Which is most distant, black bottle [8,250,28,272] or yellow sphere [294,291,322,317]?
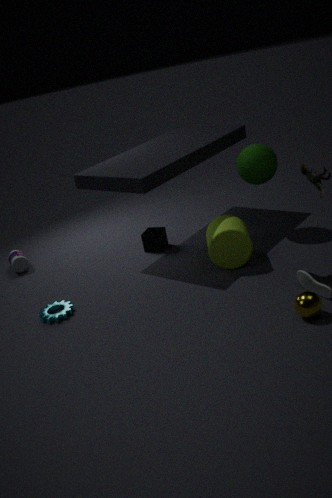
black bottle [8,250,28,272]
